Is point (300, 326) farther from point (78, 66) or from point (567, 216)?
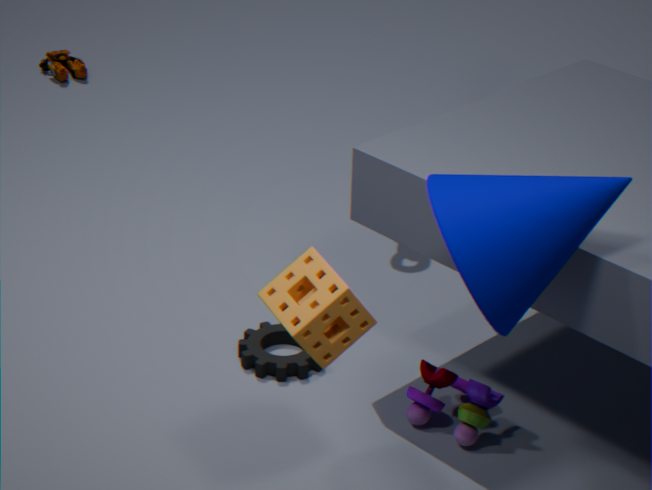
point (78, 66)
